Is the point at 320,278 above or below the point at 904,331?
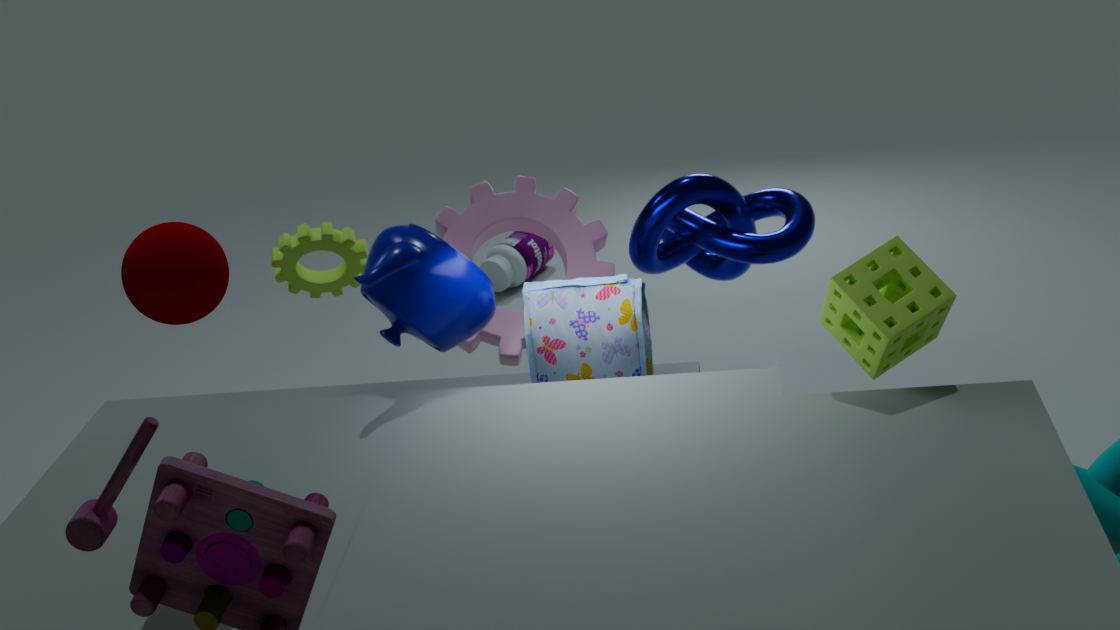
below
